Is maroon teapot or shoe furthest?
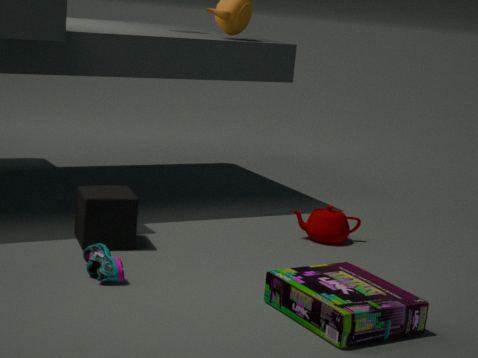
maroon teapot
